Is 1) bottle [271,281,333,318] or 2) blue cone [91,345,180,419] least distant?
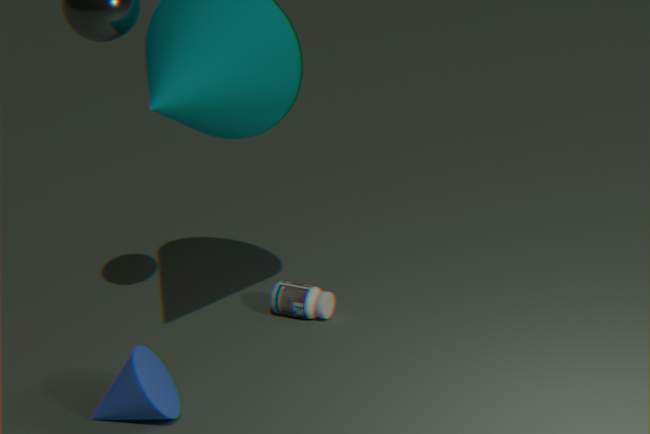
2. blue cone [91,345,180,419]
